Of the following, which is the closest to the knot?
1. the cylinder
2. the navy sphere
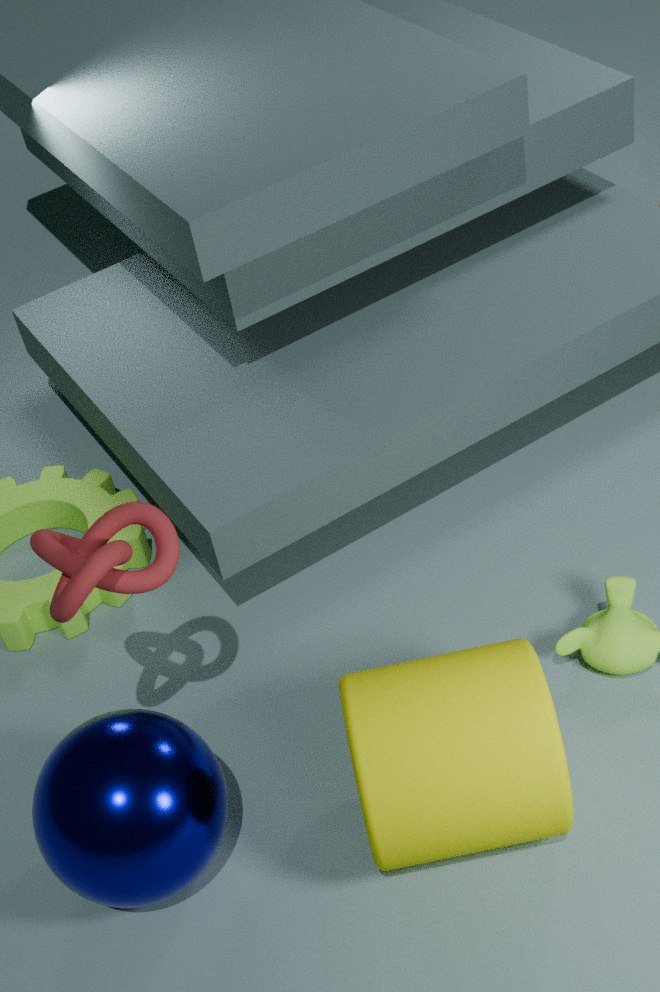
the navy sphere
